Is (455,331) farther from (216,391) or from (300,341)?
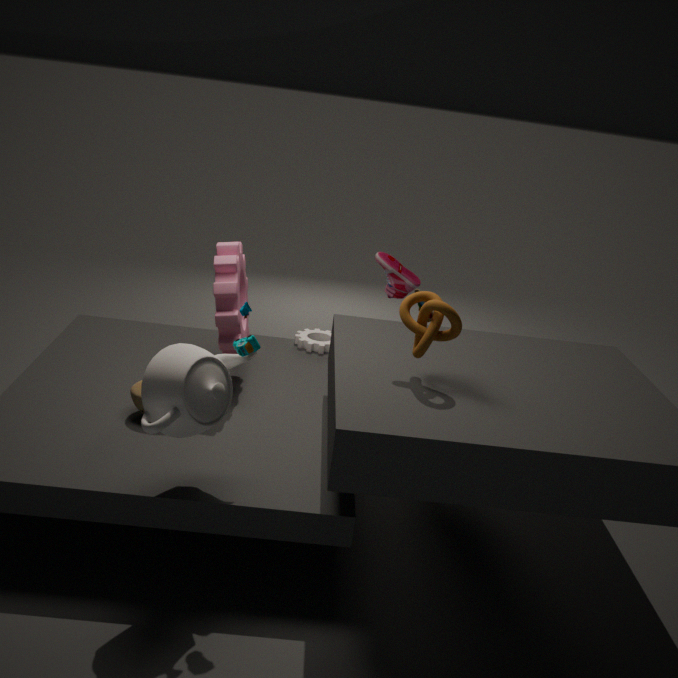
(300,341)
